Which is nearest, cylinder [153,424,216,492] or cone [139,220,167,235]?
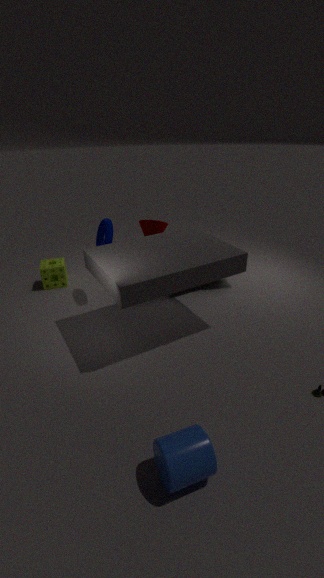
cylinder [153,424,216,492]
